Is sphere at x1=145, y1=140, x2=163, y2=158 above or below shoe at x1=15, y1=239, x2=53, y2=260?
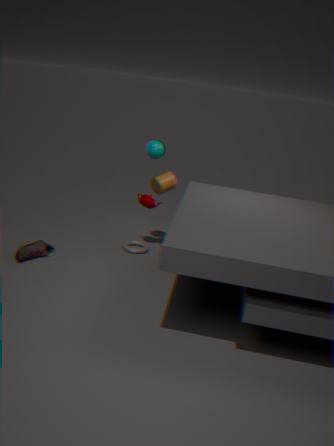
above
